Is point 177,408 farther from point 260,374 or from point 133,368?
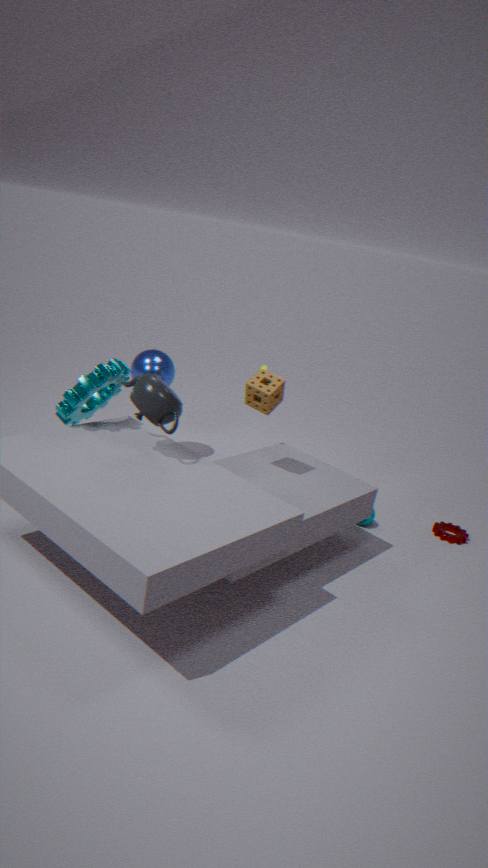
point 133,368
